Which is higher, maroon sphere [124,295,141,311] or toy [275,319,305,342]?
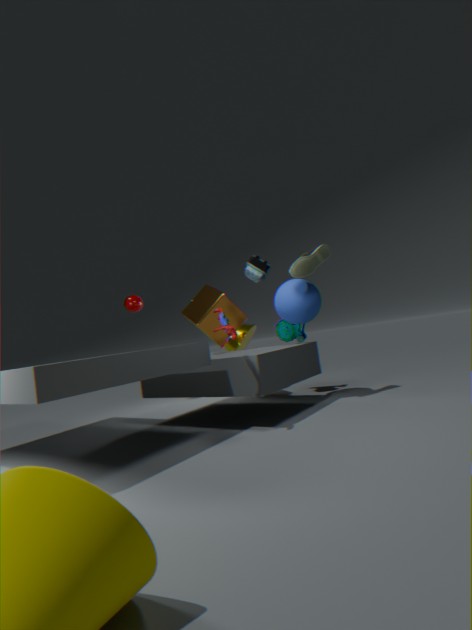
maroon sphere [124,295,141,311]
